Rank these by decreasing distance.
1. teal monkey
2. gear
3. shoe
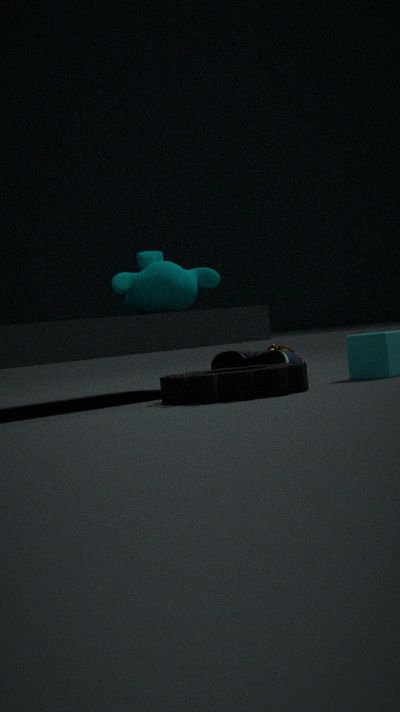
Result: teal monkey
shoe
gear
